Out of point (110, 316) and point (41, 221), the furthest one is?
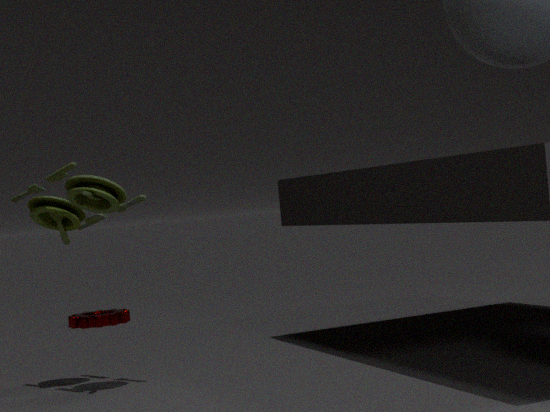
point (110, 316)
